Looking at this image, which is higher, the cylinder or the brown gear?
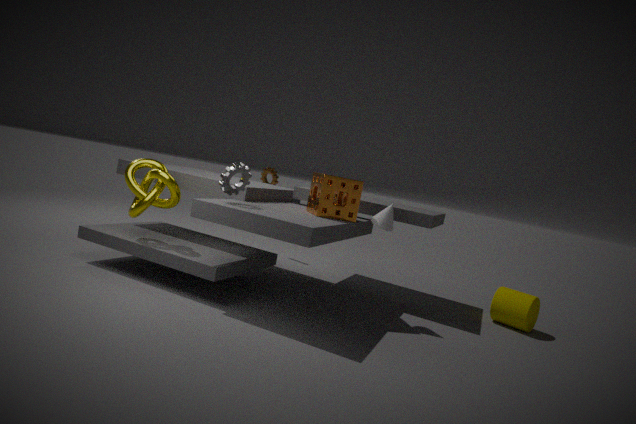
the brown gear
